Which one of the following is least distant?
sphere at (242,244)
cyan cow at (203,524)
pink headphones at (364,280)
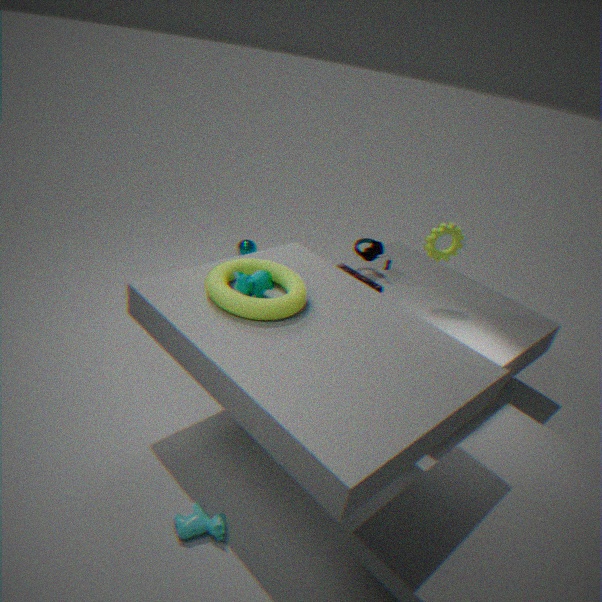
cyan cow at (203,524)
